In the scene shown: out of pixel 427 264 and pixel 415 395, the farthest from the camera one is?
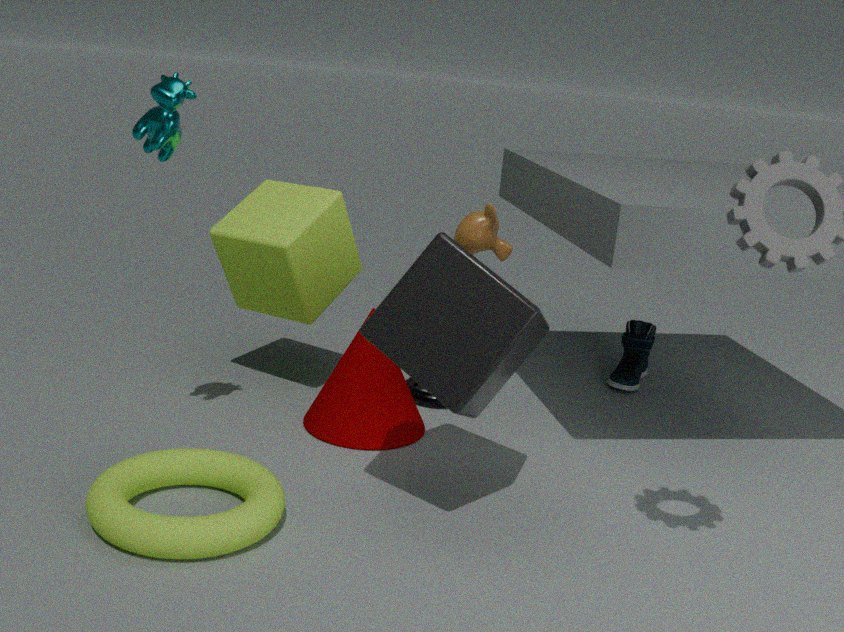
pixel 415 395
